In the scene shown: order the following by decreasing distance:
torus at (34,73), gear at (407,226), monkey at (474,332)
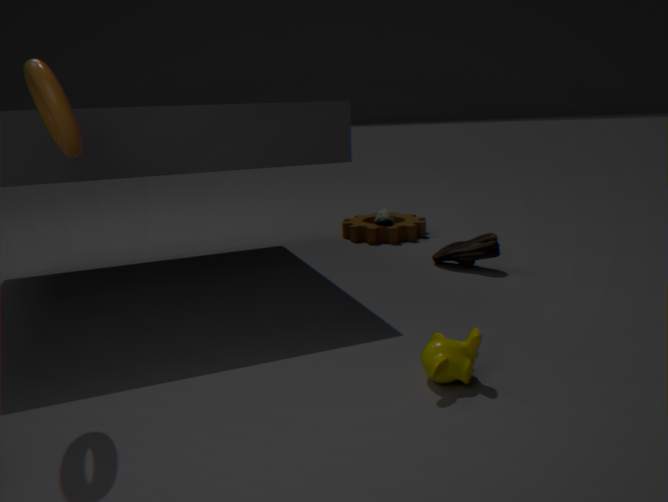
gear at (407,226)
monkey at (474,332)
torus at (34,73)
